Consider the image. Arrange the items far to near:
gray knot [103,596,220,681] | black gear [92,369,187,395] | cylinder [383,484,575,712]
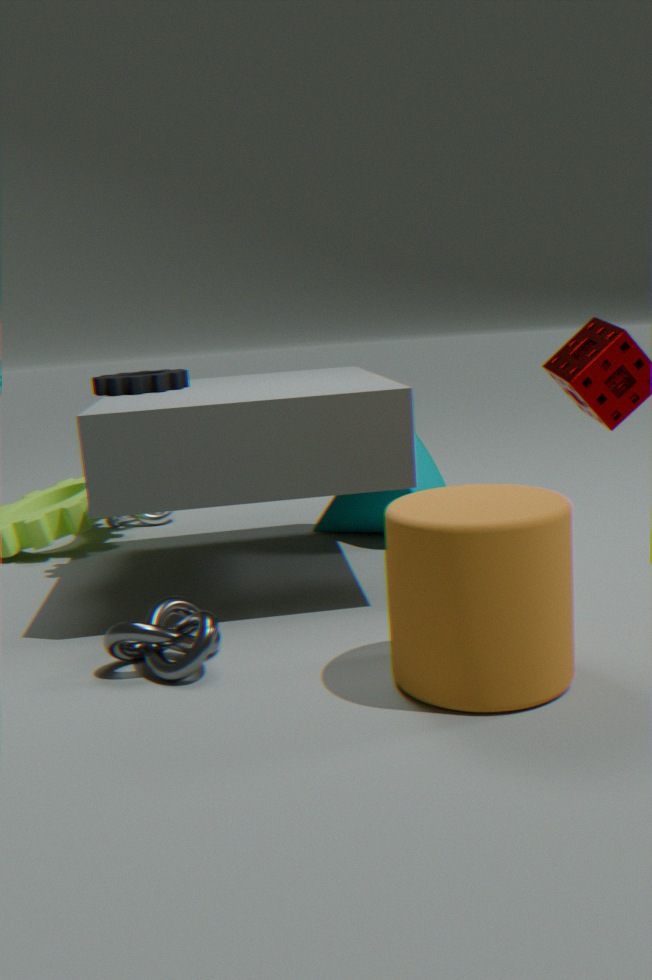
1. black gear [92,369,187,395]
2. gray knot [103,596,220,681]
3. cylinder [383,484,575,712]
